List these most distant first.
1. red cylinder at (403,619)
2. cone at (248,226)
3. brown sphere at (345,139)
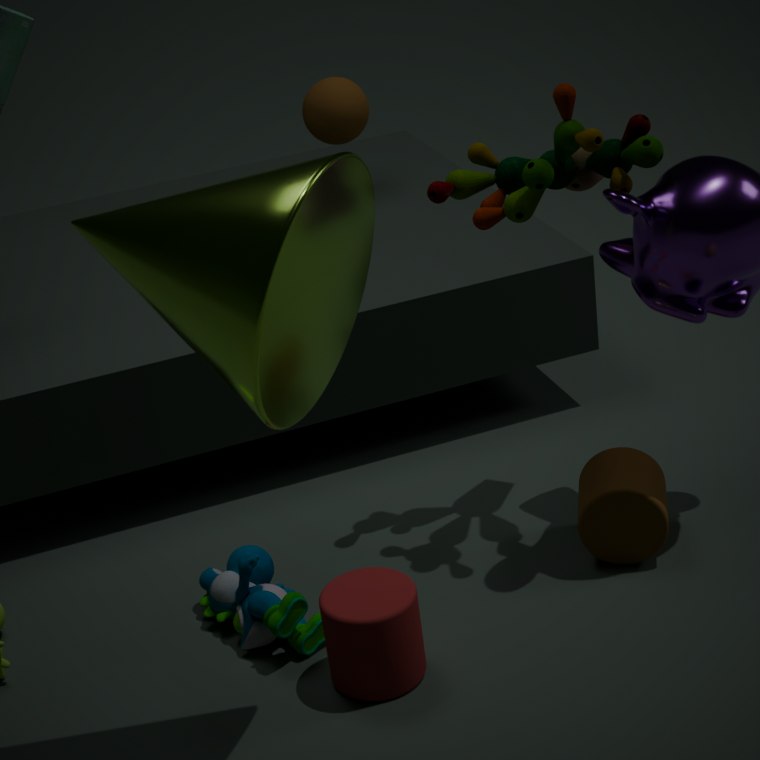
brown sphere at (345,139) < red cylinder at (403,619) < cone at (248,226)
